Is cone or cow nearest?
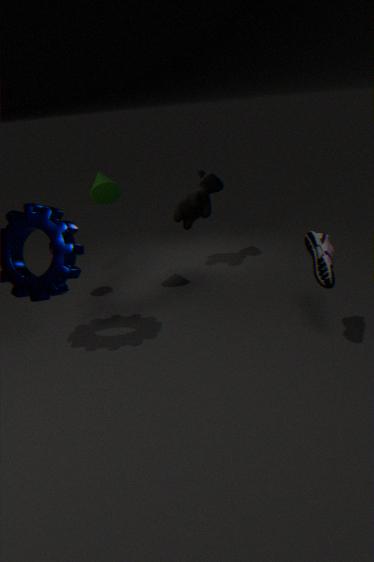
cone
